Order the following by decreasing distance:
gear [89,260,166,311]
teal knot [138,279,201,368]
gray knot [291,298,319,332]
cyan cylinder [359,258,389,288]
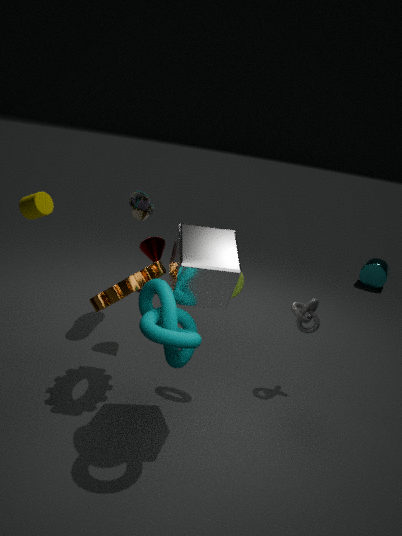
1. cyan cylinder [359,258,389,288]
2. gray knot [291,298,319,332]
3. gear [89,260,166,311]
4. teal knot [138,279,201,368]
